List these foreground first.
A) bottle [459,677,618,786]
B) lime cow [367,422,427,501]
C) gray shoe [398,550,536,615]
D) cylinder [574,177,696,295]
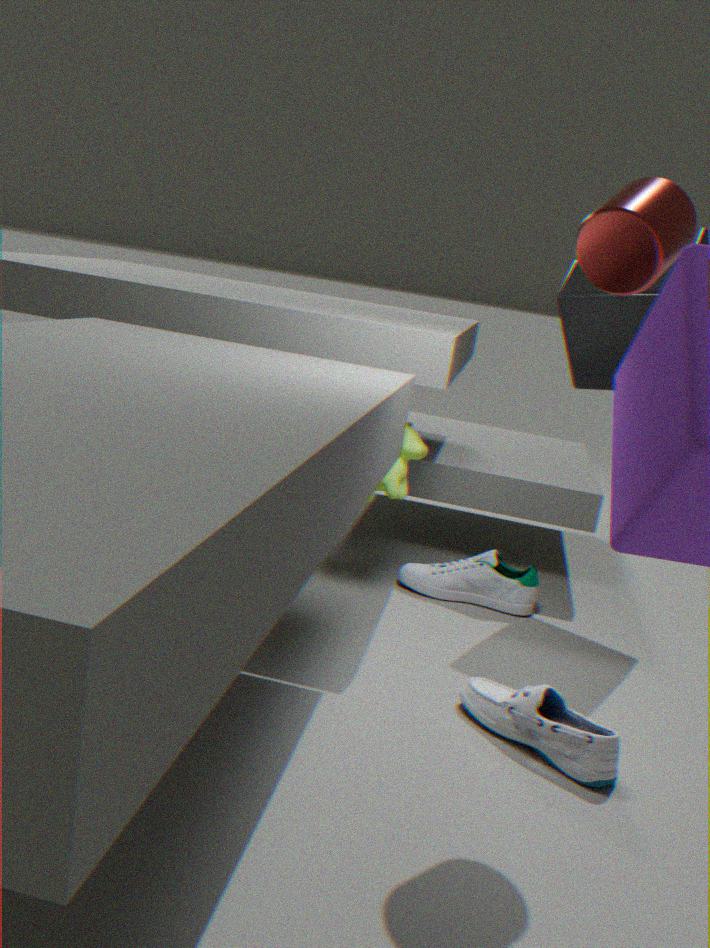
D. cylinder [574,177,696,295] < A. bottle [459,677,618,786] < B. lime cow [367,422,427,501] < C. gray shoe [398,550,536,615]
